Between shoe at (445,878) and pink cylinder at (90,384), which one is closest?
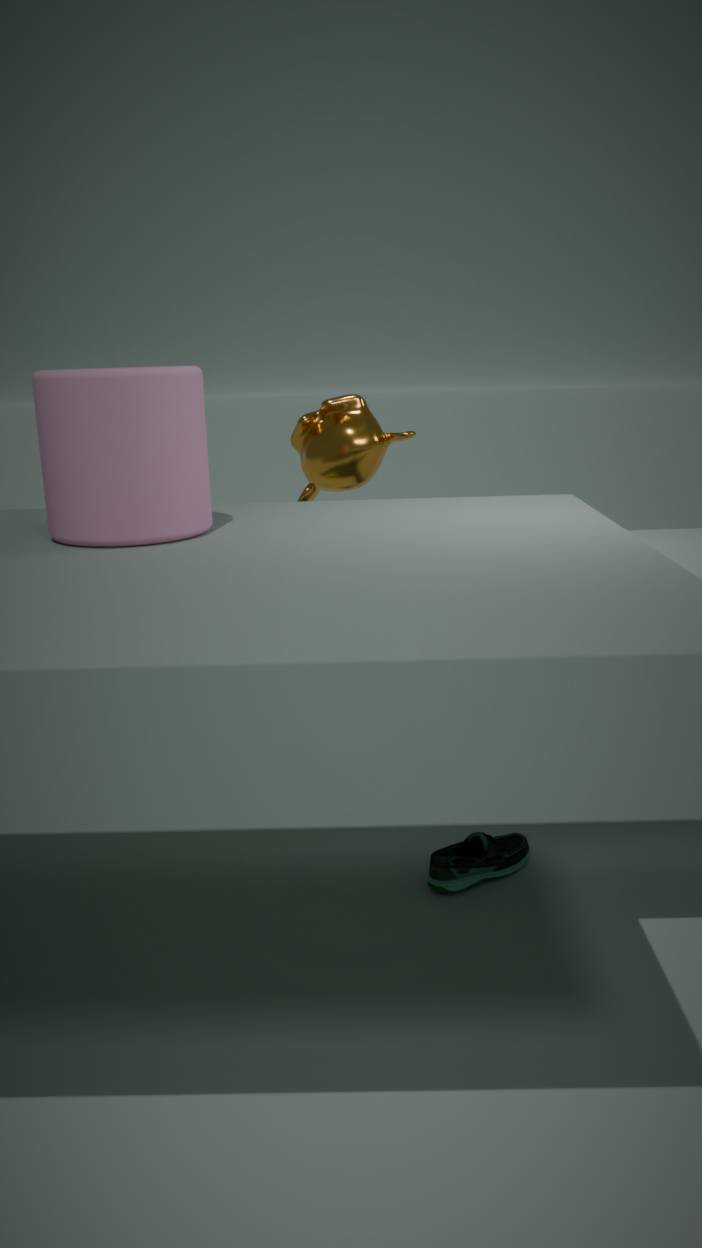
pink cylinder at (90,384)
